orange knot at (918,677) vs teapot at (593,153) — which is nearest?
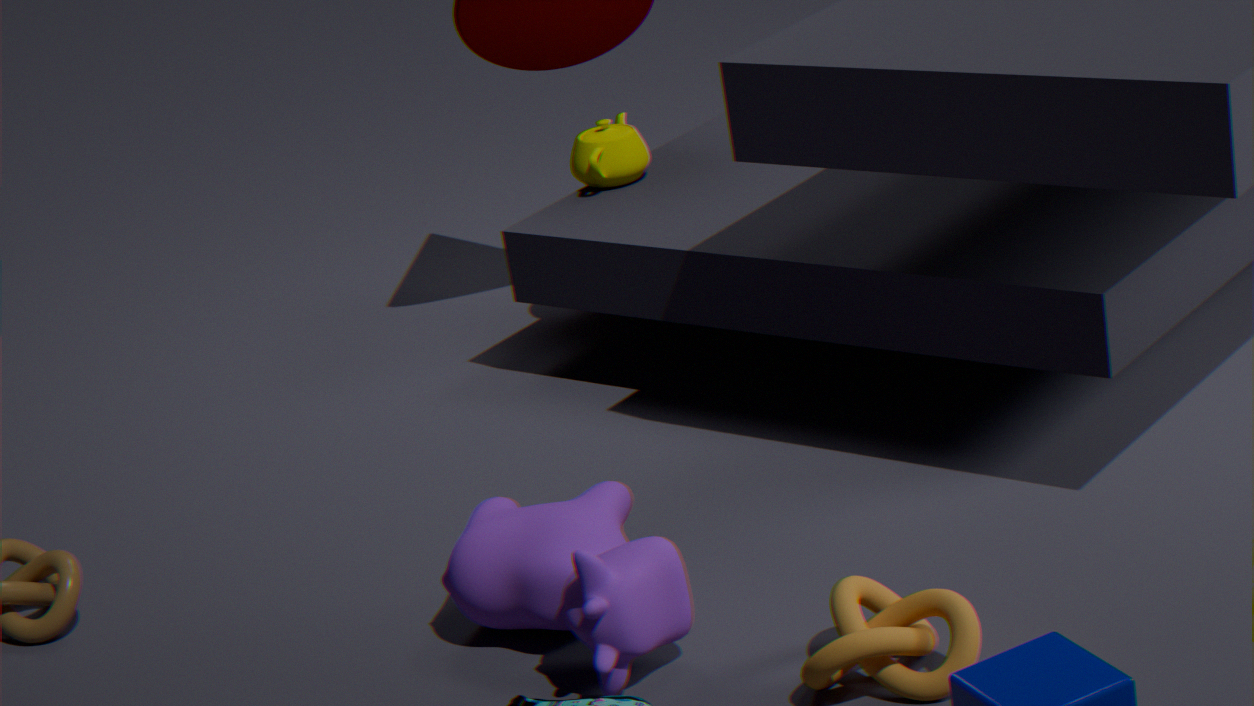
orange knot at (918,677)
